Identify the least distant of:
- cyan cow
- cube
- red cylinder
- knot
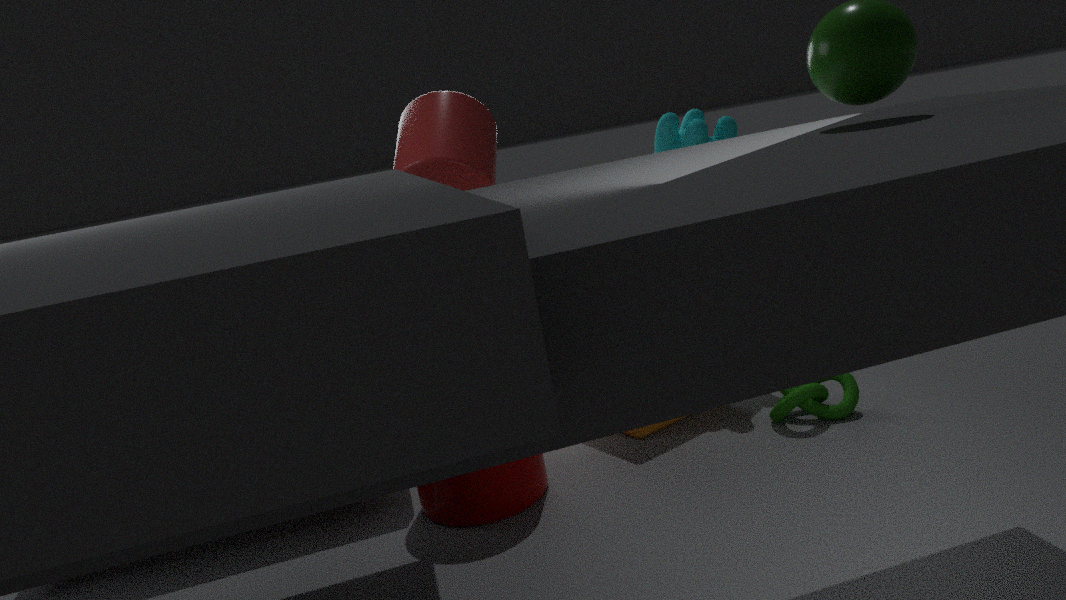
knot
